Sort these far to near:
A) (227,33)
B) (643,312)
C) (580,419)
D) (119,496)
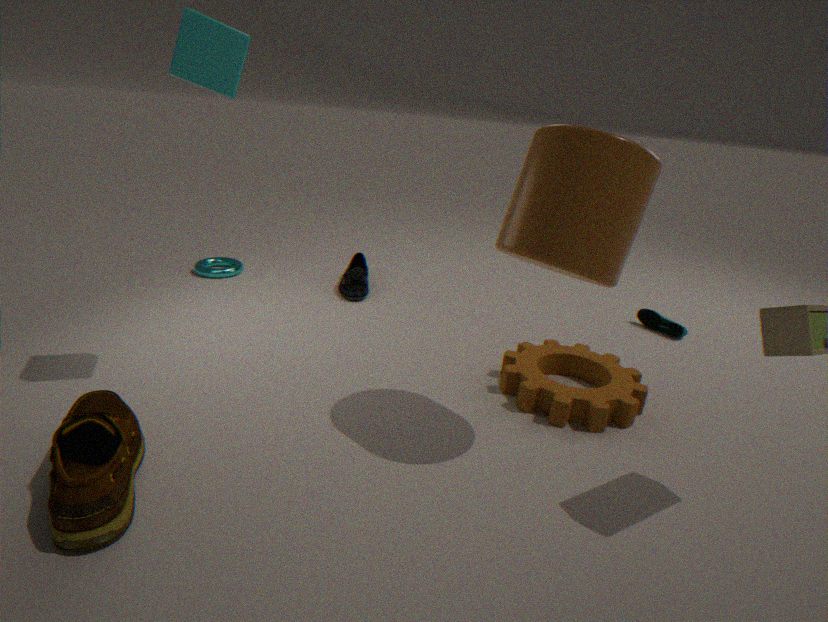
(643,312), (580,419), (227,33), (119,496)
